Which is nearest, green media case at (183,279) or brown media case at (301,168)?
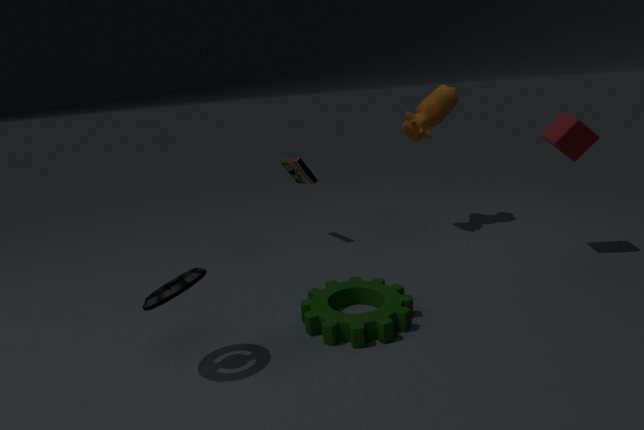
green media case at (183,279)
